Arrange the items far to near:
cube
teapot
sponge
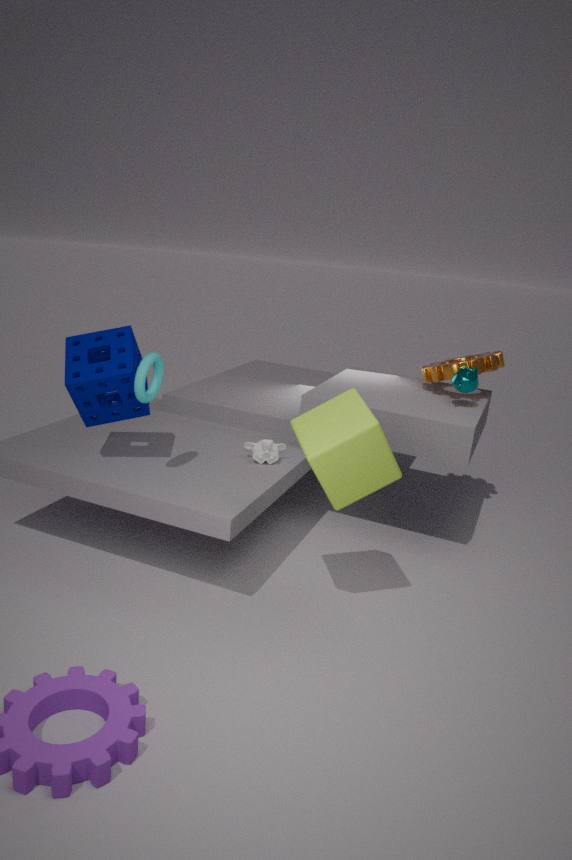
teapot, sponge, cube
